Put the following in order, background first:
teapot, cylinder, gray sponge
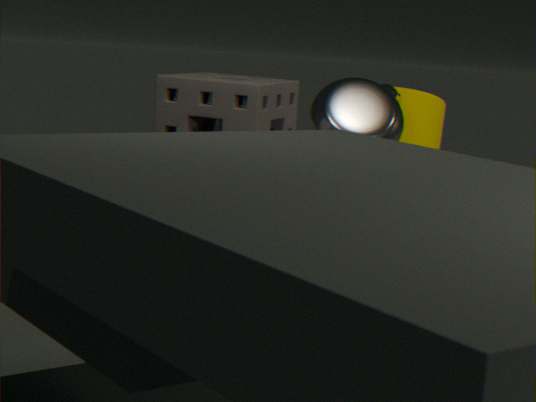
Result: cylinder → teapot → gray sponge
